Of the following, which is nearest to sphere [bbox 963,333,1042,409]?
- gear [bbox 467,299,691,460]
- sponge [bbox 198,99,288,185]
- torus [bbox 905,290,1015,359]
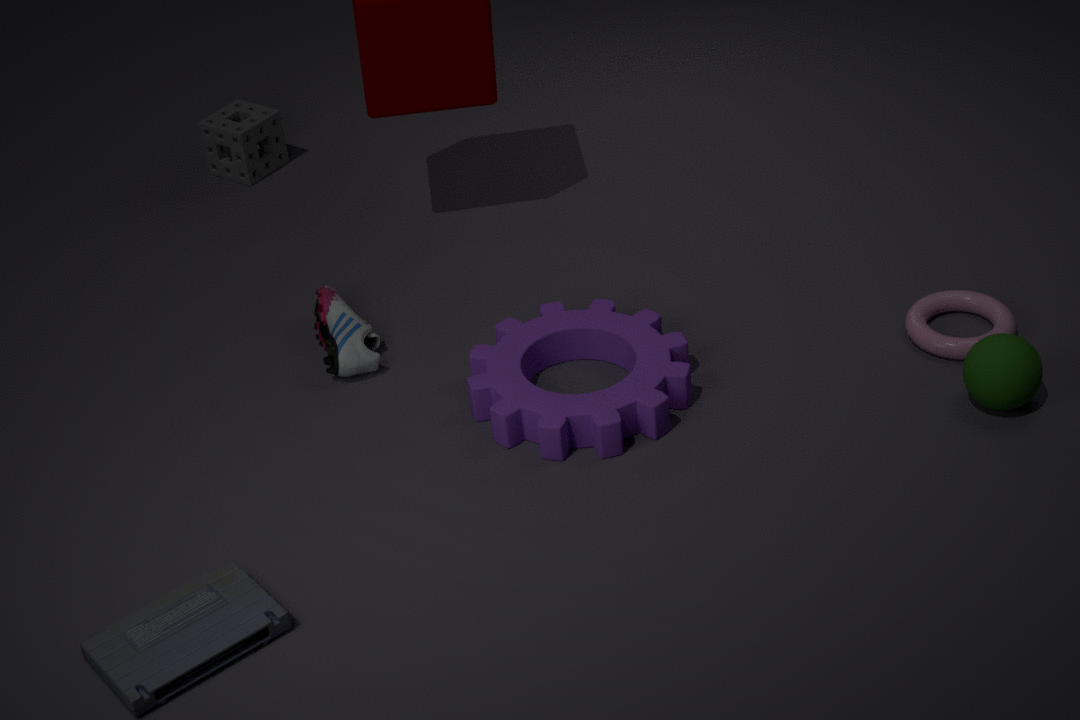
torus [bbox 905,290,1015,359]
